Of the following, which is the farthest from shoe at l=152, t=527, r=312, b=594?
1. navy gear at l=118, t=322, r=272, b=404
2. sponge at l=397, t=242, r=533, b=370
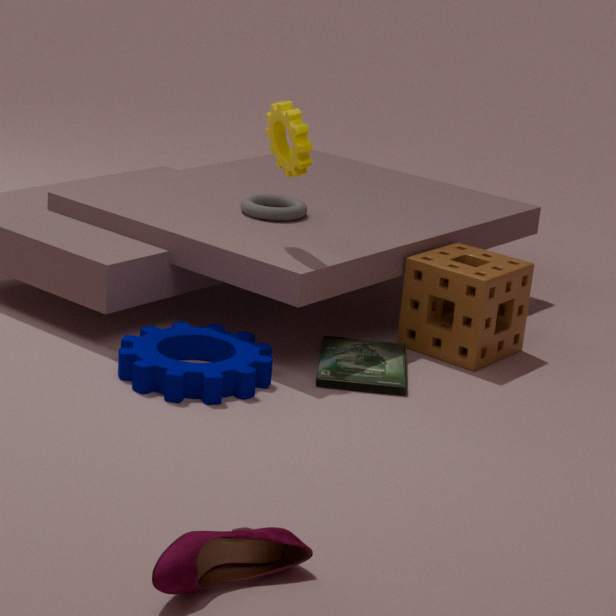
sponge at l=397, t=242, r=533, b=370
